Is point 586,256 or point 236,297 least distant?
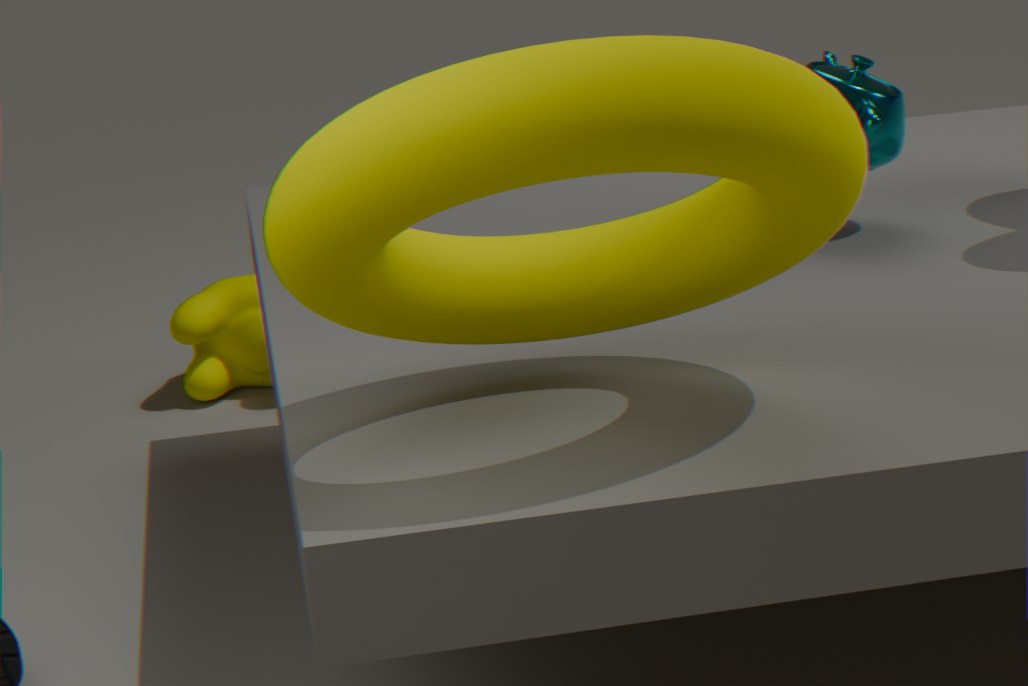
point 586,256
